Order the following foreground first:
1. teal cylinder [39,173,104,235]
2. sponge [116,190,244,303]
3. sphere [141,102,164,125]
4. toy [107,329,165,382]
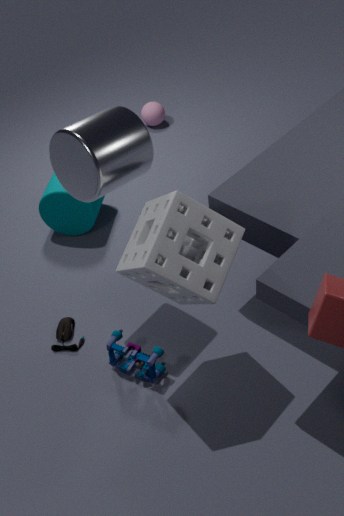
sponge [116,190,244,303] → toy [107,329,165,382] → teal cylinder [39,173,104,235] → sphere [141,102,164,125]
